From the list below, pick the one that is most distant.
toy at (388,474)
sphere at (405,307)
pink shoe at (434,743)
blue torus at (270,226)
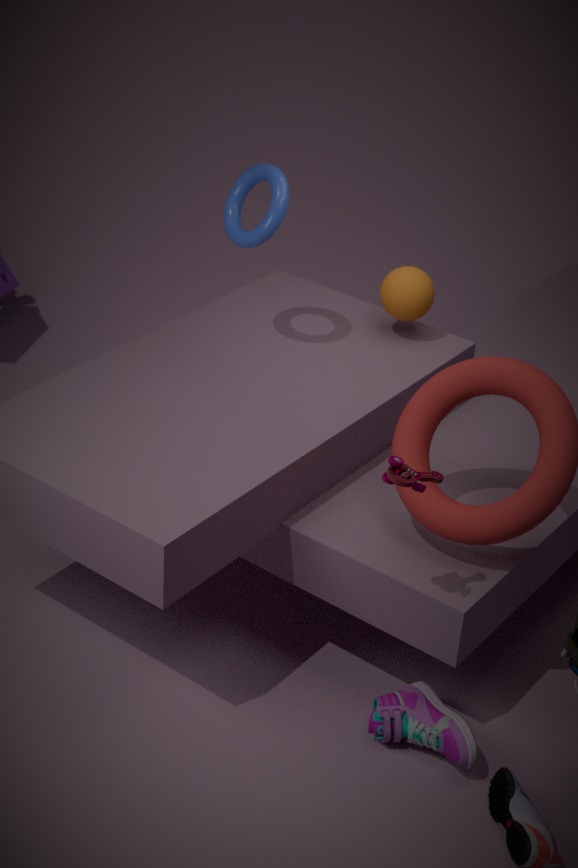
sphere at (405,307)
